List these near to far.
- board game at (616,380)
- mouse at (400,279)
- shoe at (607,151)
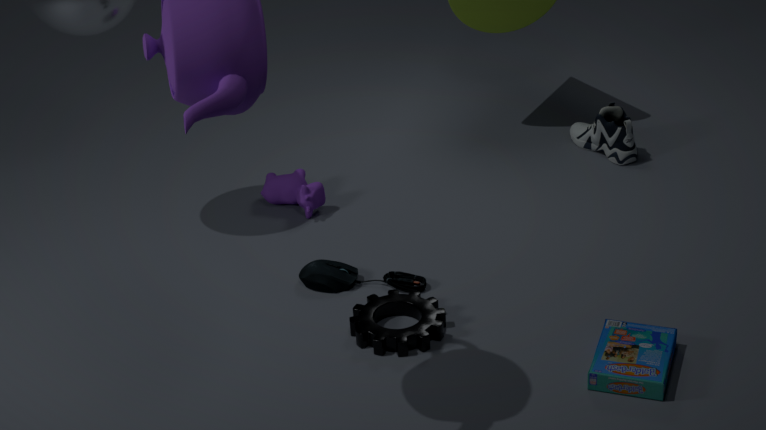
board game at (616,380)
mouse at (400,279)
shoe at (607,151)
